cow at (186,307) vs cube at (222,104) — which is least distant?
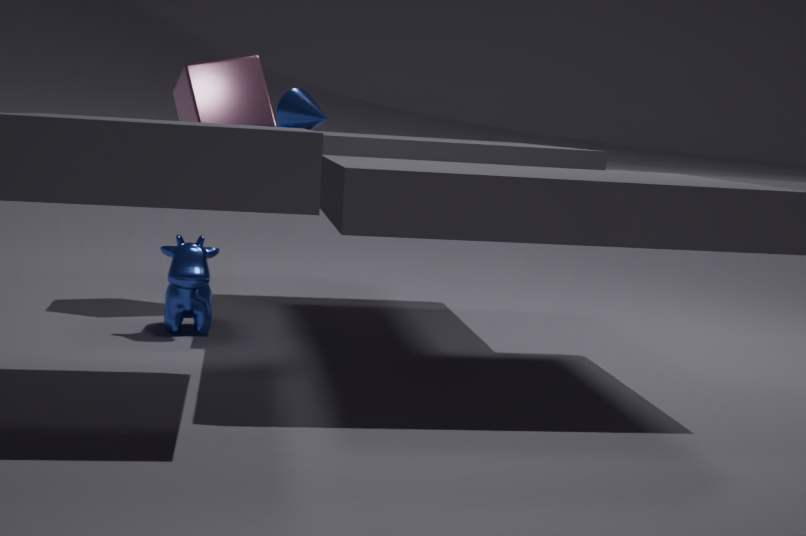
cow at (186,307)
